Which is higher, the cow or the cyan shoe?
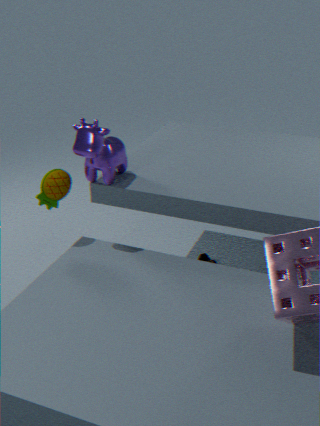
the cow
